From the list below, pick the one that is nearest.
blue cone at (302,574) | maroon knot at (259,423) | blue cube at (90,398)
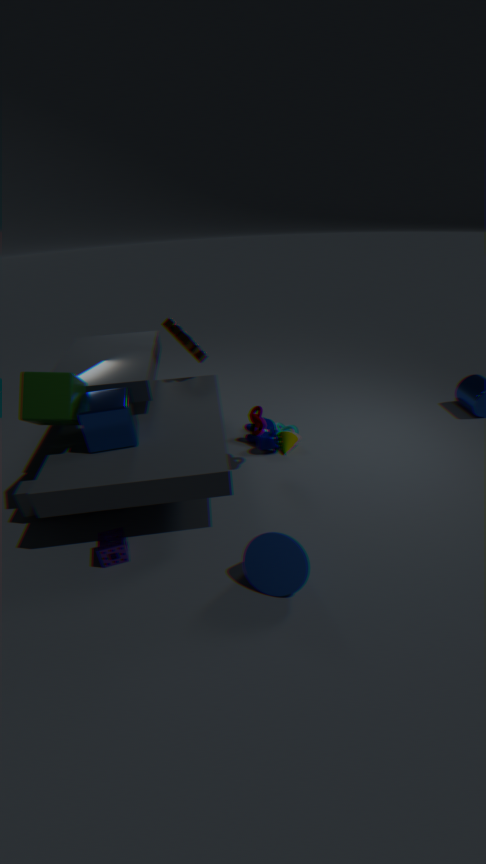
blue cone at (302,574)
